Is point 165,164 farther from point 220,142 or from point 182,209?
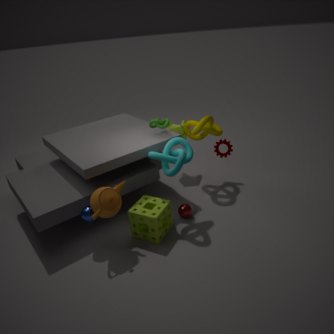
point 220,142
